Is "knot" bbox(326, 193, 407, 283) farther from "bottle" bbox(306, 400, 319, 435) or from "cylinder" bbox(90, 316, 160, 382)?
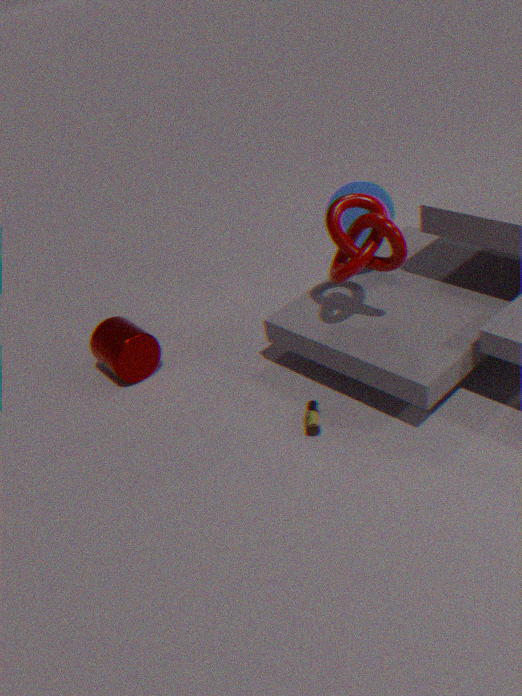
"cylinder" bbox(90, 316, 160, 382)
